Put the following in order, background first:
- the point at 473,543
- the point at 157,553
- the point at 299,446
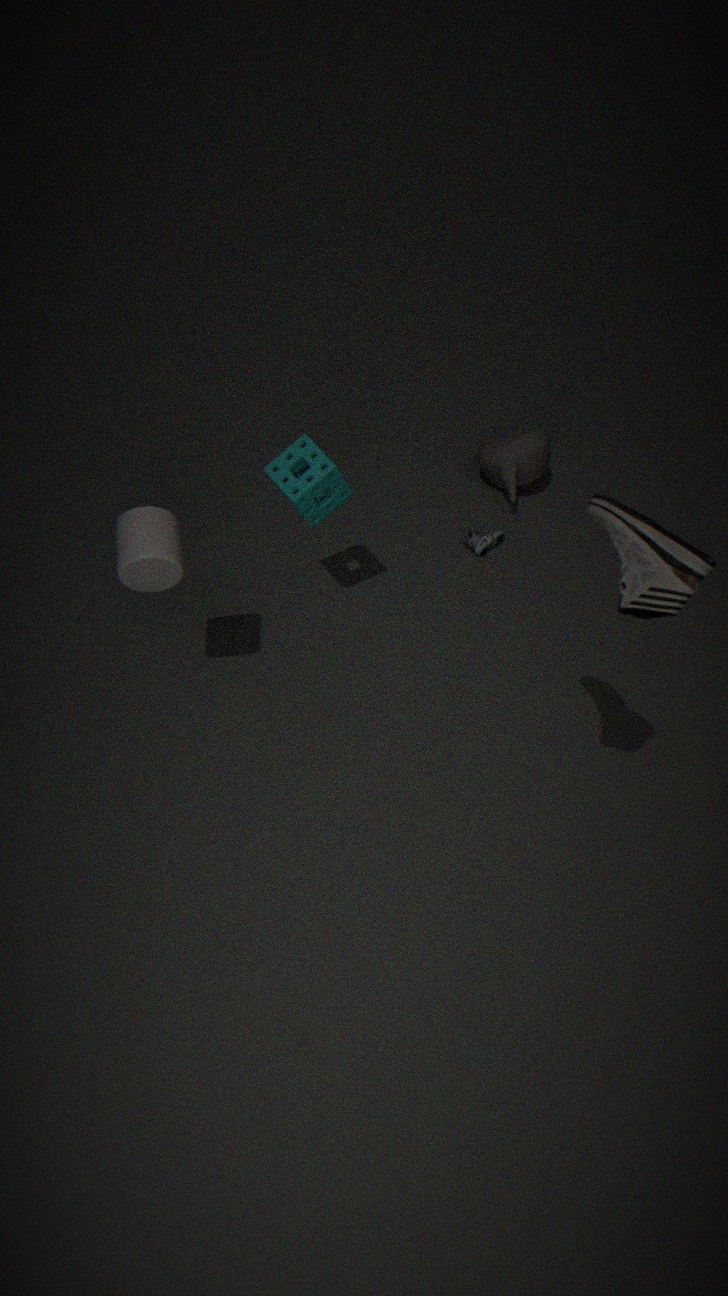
the point at 473,543, the point at 299,446, the point at 157,553
